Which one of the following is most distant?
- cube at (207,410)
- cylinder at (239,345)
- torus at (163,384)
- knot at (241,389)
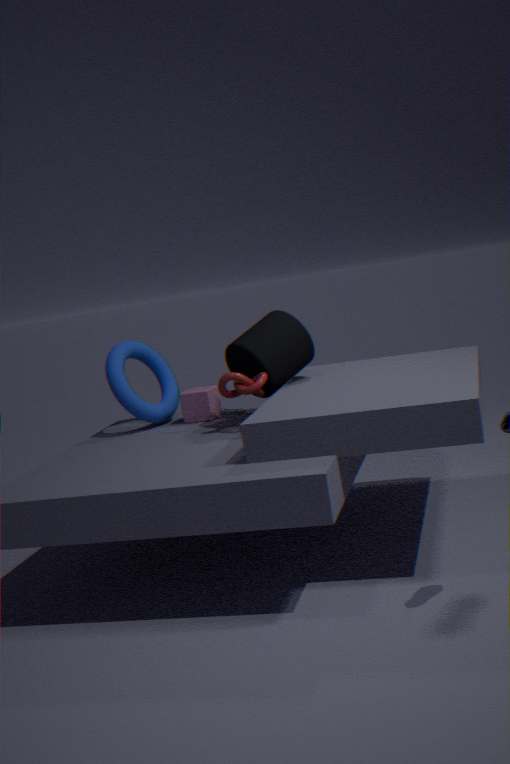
cube at (207,410)
